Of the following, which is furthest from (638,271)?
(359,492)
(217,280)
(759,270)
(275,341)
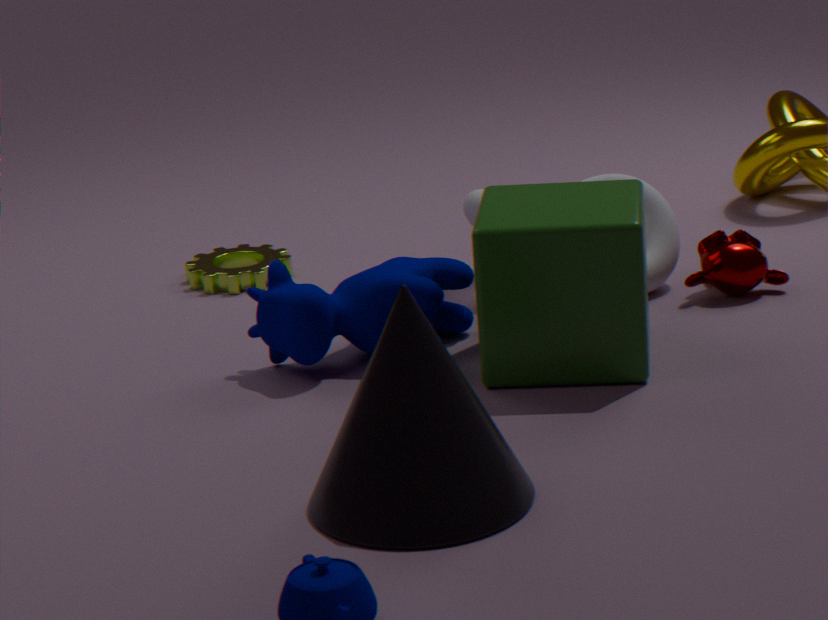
(217,280)
